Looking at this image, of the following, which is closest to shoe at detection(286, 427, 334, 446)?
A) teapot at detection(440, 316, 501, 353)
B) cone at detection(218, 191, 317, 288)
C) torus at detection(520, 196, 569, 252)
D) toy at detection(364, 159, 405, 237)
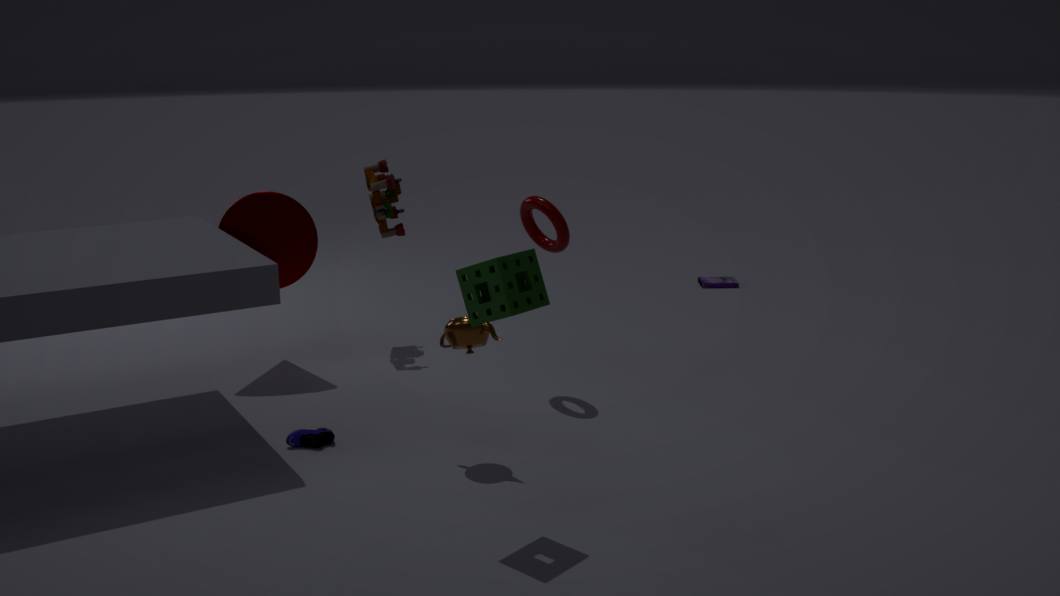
teapot at detection(440, 316, 501, 353)
